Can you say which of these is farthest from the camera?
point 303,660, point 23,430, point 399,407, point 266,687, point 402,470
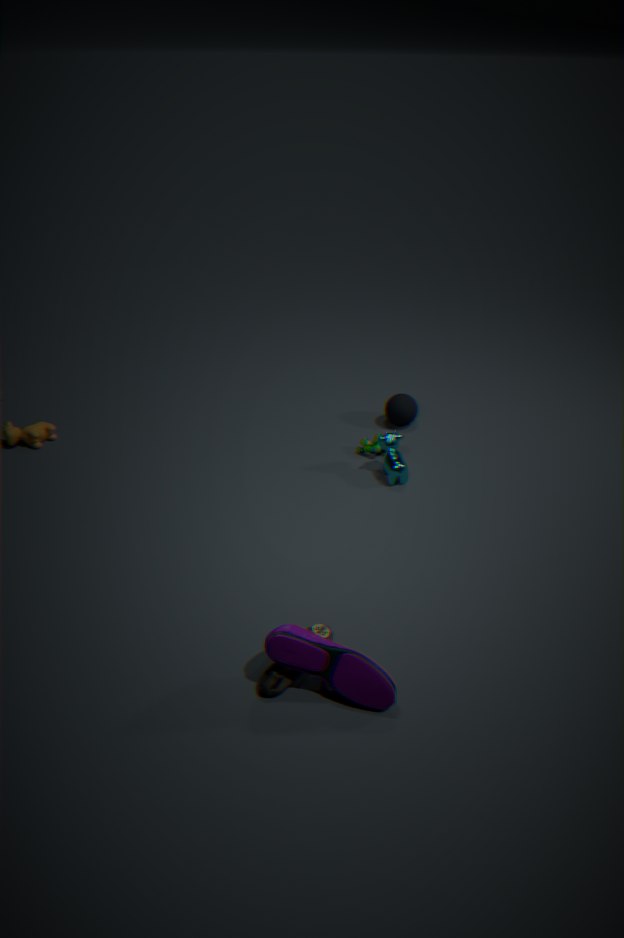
point 399,407
